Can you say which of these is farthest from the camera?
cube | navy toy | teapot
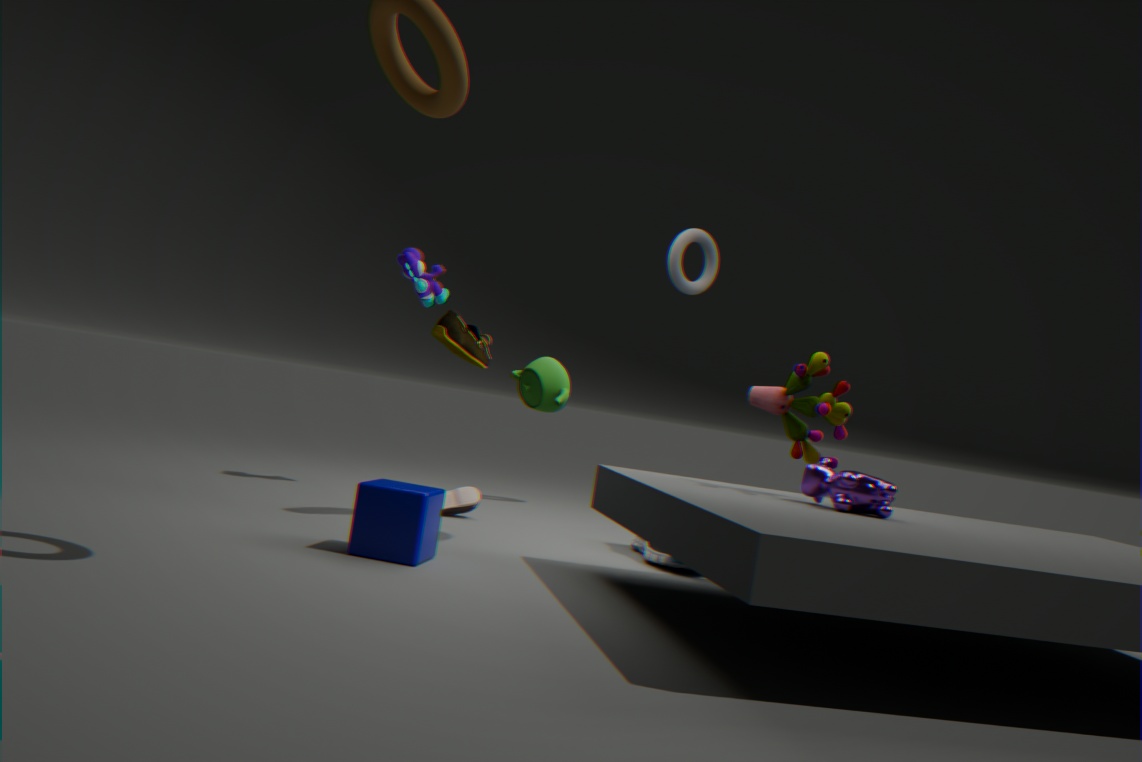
navy toy
